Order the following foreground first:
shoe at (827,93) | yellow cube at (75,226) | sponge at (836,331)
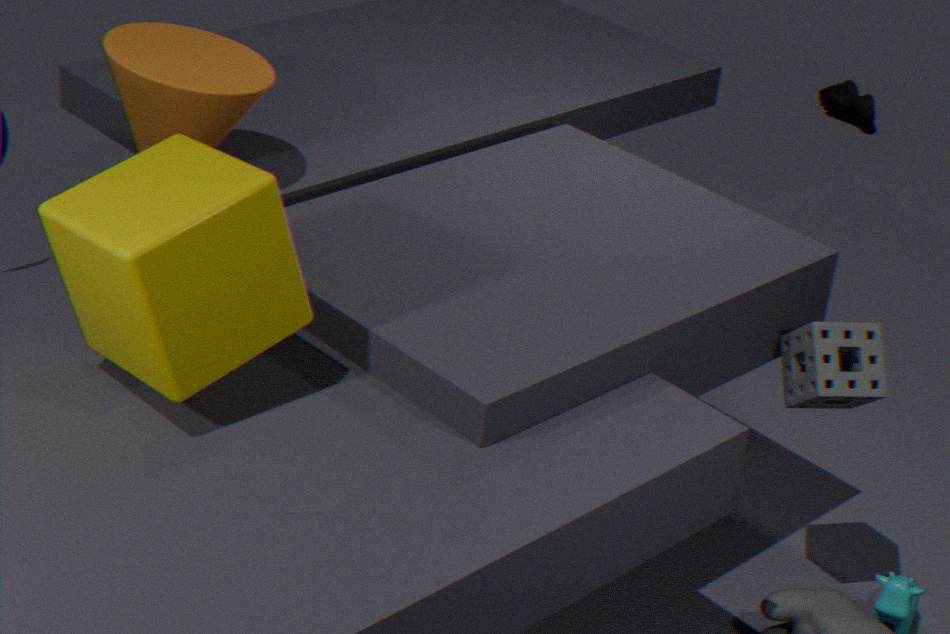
yellow cube at (75,226) < sponge at (836,331) < shoe at (827,93)
